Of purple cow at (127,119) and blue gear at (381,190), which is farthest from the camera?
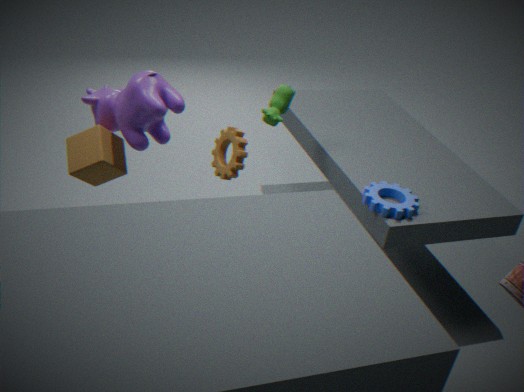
blue gear at (381,190)
